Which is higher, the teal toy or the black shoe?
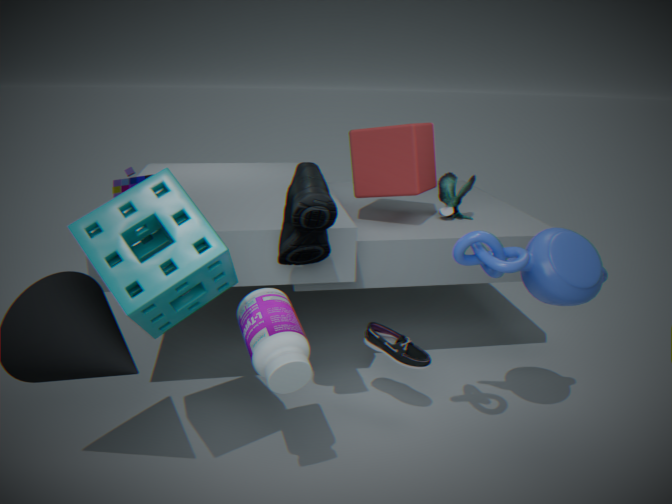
the teal toy
